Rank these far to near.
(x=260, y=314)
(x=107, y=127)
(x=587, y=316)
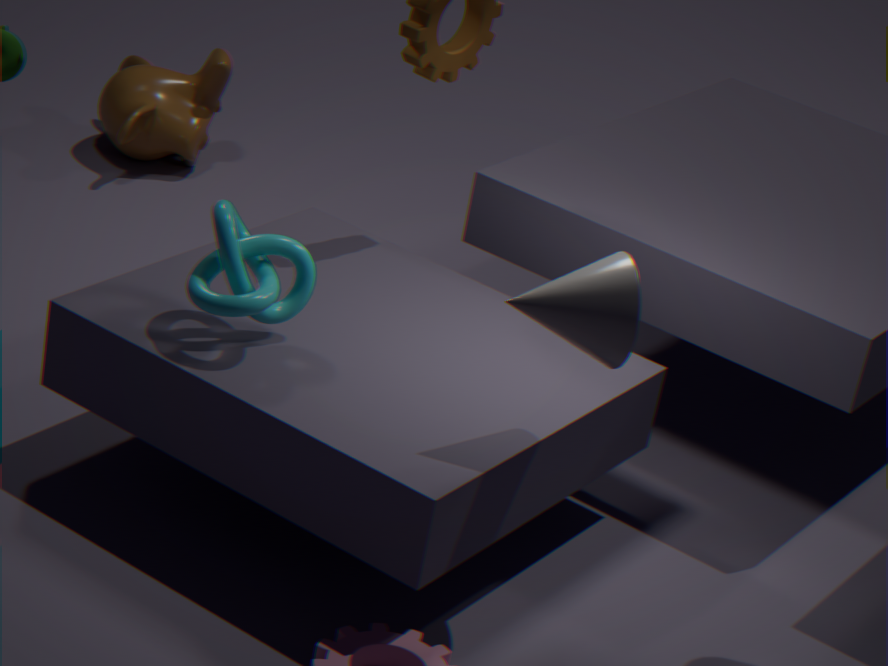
(x=107, y=127)
(x=260, y=314)
(x=587, y=316)
